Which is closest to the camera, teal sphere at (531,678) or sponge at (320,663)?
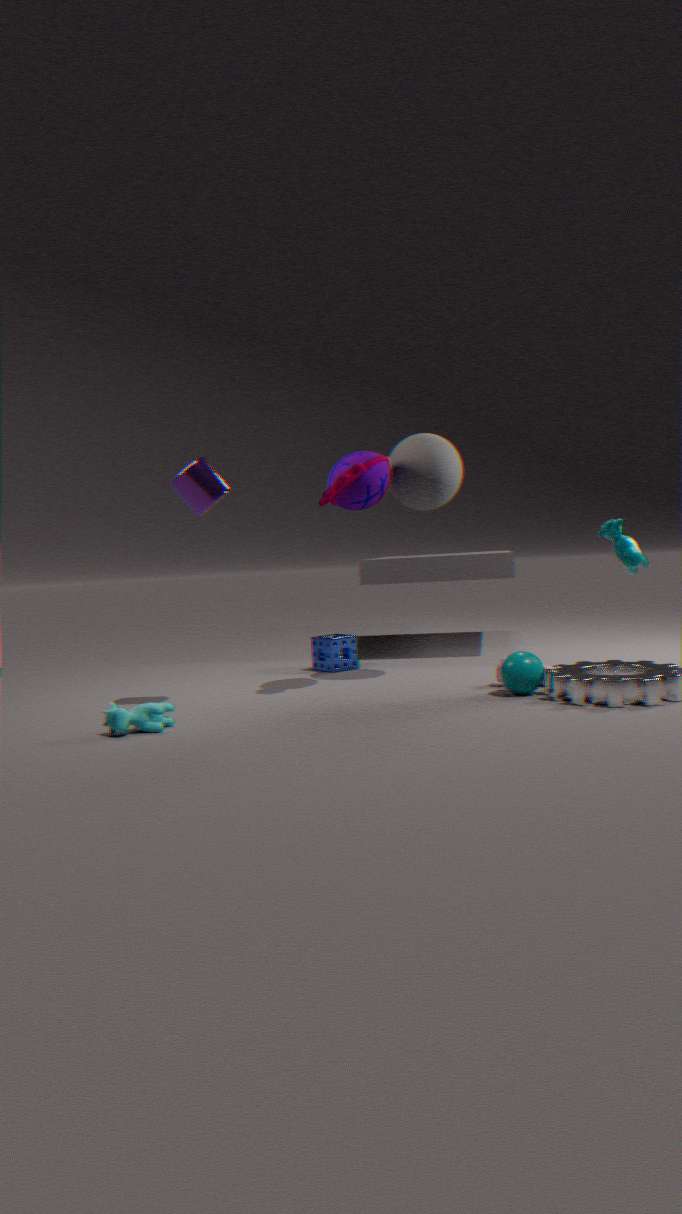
teal sphere at (531,678)
